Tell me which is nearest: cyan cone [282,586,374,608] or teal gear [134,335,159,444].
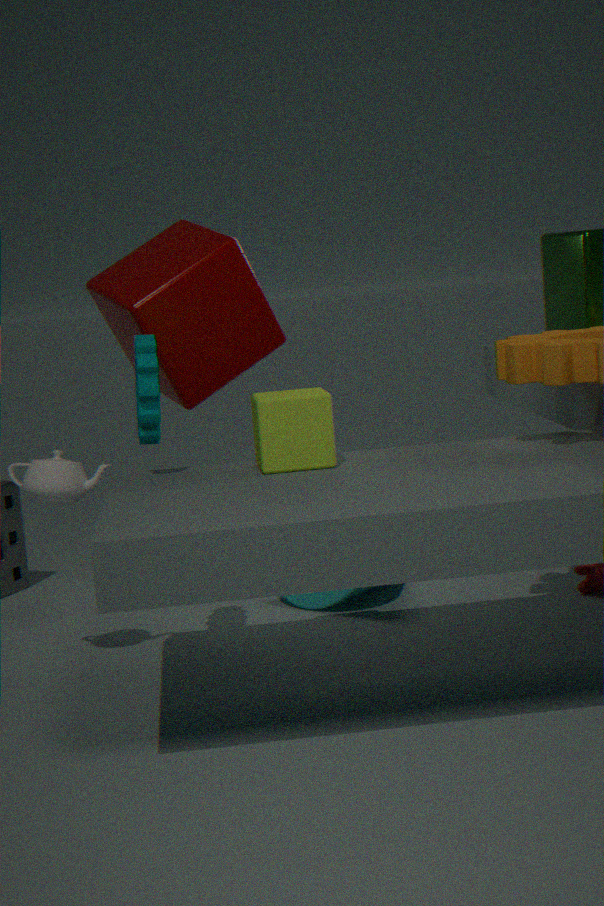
teal gear [134,335,159,444]
